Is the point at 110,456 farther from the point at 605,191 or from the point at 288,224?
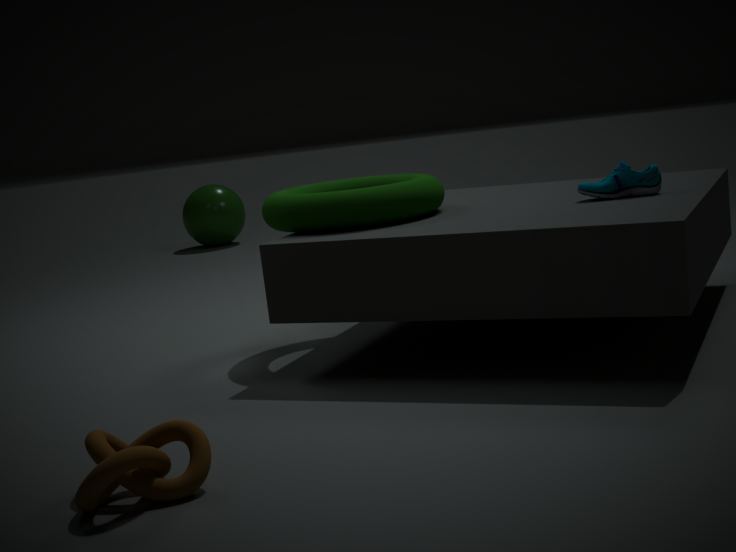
the point at 605,191
